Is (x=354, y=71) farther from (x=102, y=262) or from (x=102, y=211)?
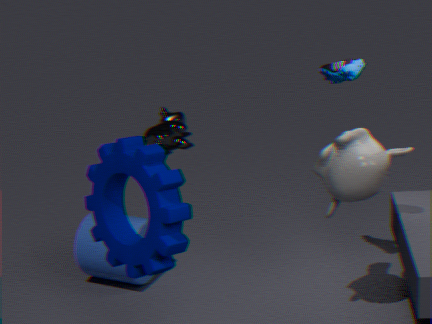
(x=102, y=262)
